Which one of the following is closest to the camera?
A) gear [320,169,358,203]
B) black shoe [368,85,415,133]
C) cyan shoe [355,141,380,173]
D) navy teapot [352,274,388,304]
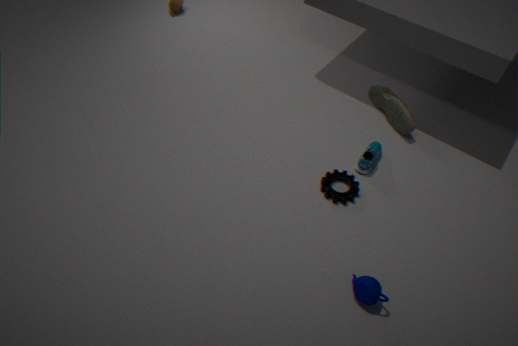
navy teapot [352,274,388,304]
